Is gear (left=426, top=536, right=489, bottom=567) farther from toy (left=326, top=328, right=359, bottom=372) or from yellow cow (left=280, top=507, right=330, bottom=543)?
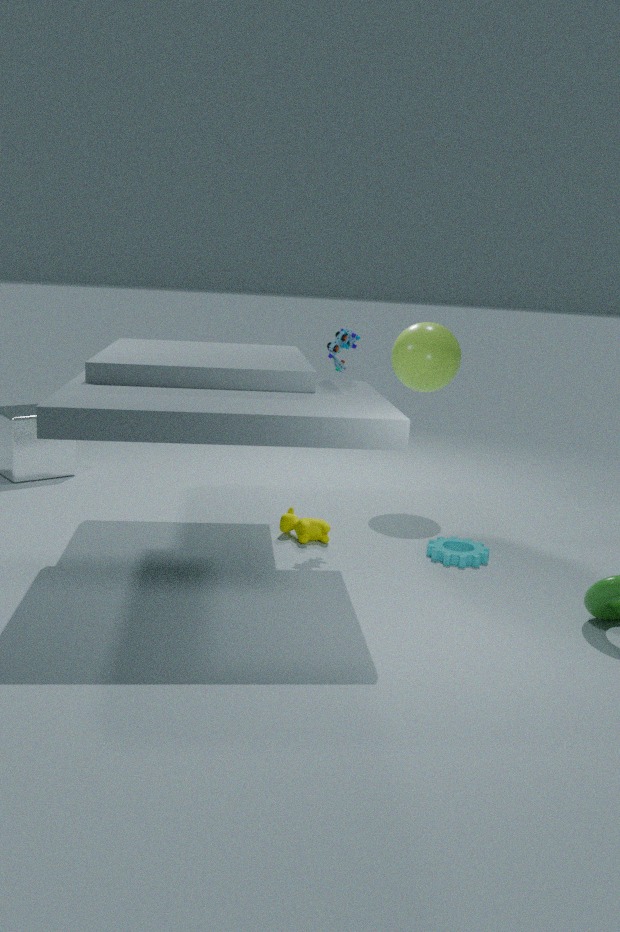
toy (left=326, top=328, right=359, bottom=372)
